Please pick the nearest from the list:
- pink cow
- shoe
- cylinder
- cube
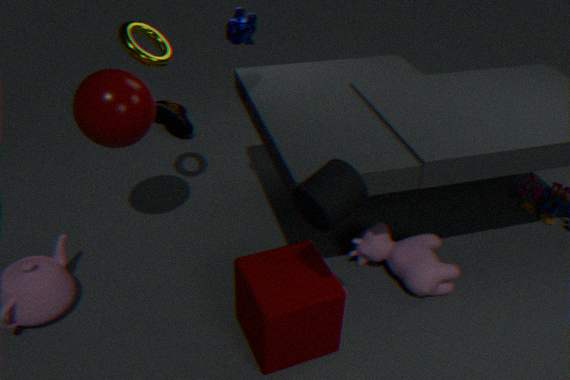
cylinder
